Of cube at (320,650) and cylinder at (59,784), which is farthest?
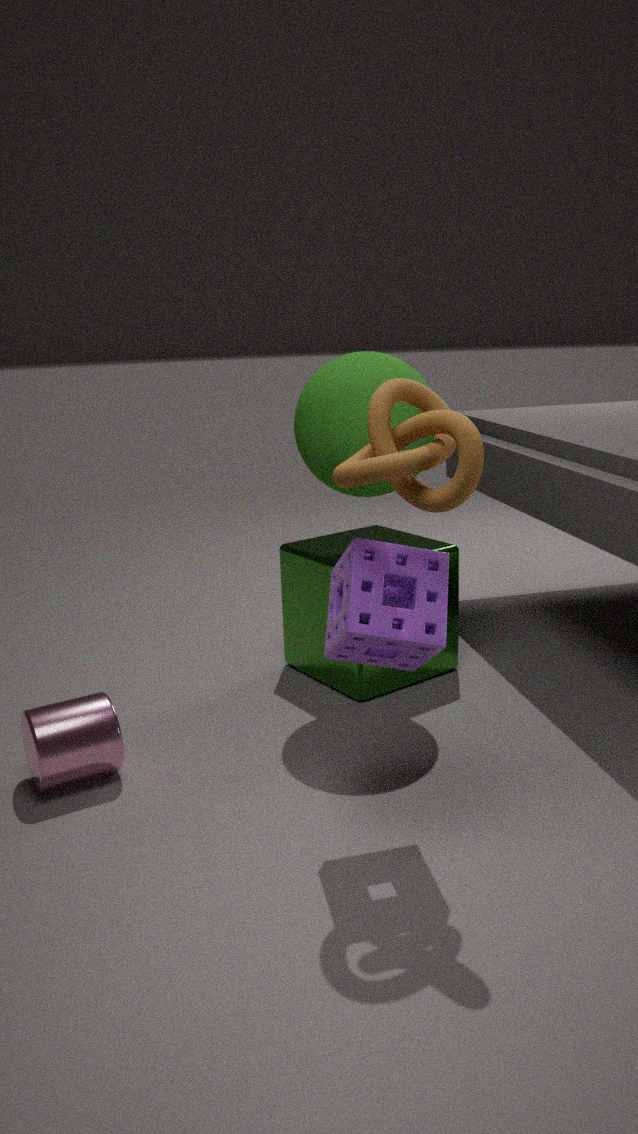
cube at (320,650)
